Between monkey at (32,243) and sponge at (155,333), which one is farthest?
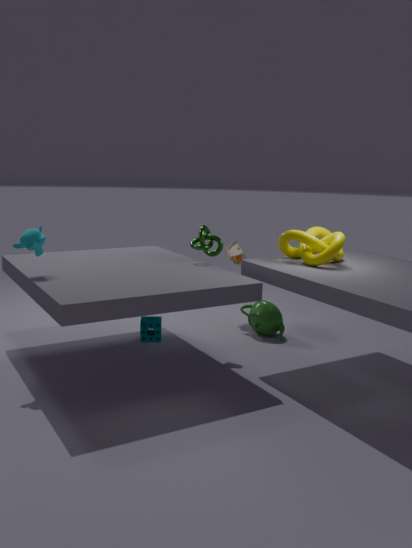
sponge at (155,333)
